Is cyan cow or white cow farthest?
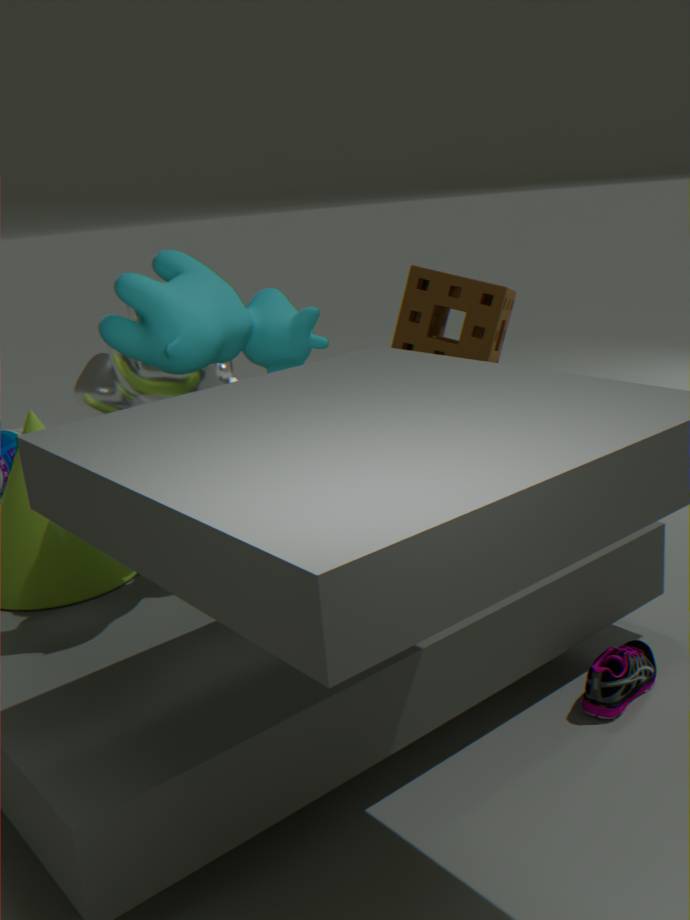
white cow
